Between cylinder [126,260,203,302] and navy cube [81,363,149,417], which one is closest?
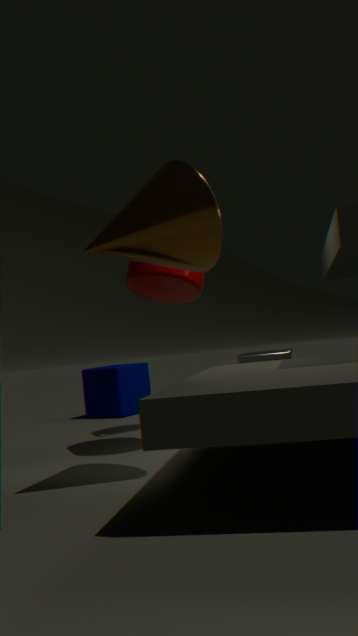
cylinder [126,260,203,302]
